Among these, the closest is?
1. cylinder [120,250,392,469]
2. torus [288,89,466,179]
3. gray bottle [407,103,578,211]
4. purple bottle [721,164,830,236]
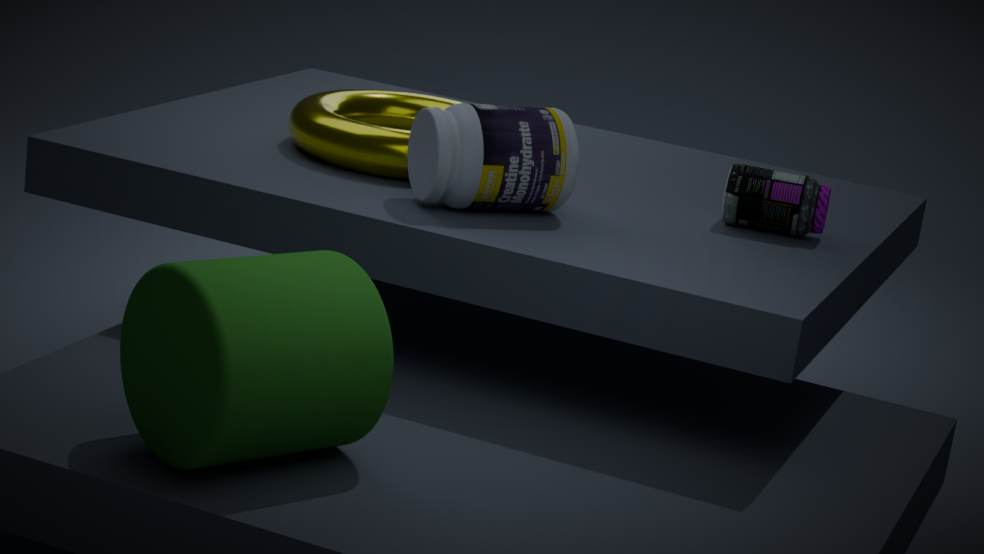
cylinder [120,250,392,469]
